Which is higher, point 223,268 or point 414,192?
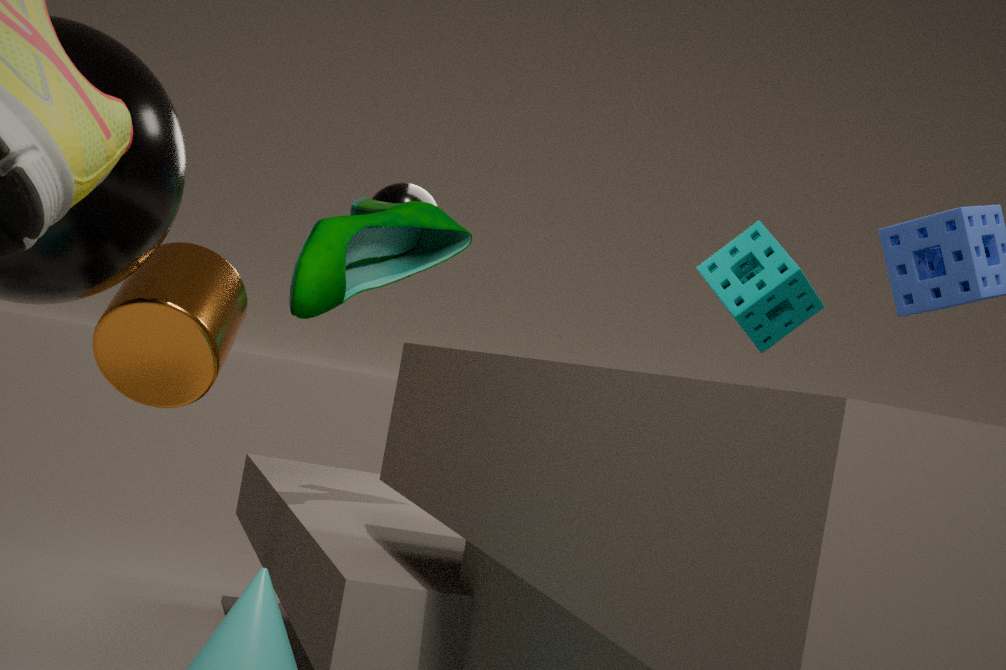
point 414,192
